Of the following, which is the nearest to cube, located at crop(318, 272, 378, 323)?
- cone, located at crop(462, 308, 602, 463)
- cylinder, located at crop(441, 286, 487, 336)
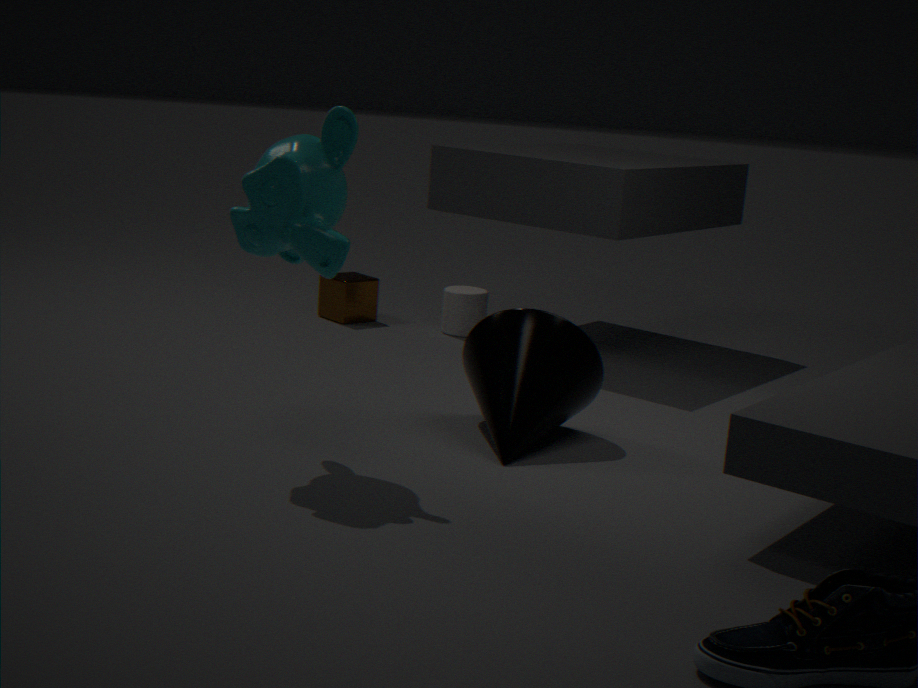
cylinder, located at crop(441, 286, 487, 336)
